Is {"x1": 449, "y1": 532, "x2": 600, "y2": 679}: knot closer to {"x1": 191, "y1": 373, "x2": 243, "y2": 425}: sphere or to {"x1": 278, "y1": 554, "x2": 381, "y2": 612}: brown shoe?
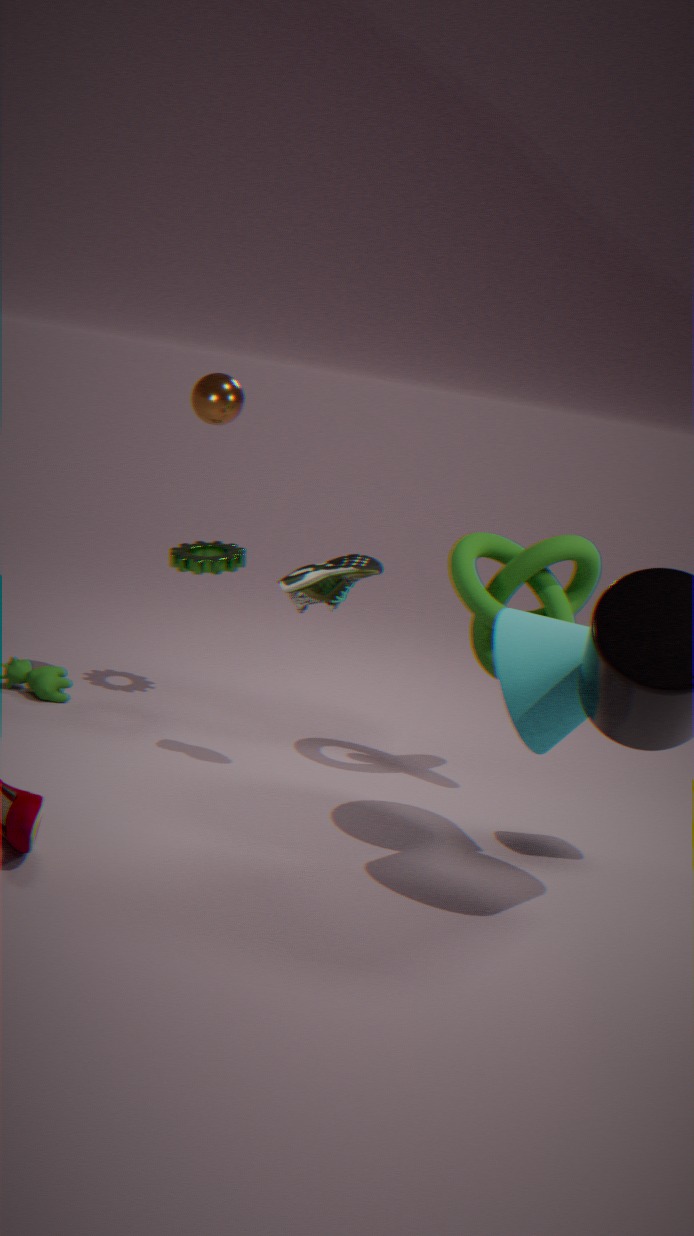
{"x1": 278, "y1": 554, "x2": 381, "y2": 612}: brown shoe
